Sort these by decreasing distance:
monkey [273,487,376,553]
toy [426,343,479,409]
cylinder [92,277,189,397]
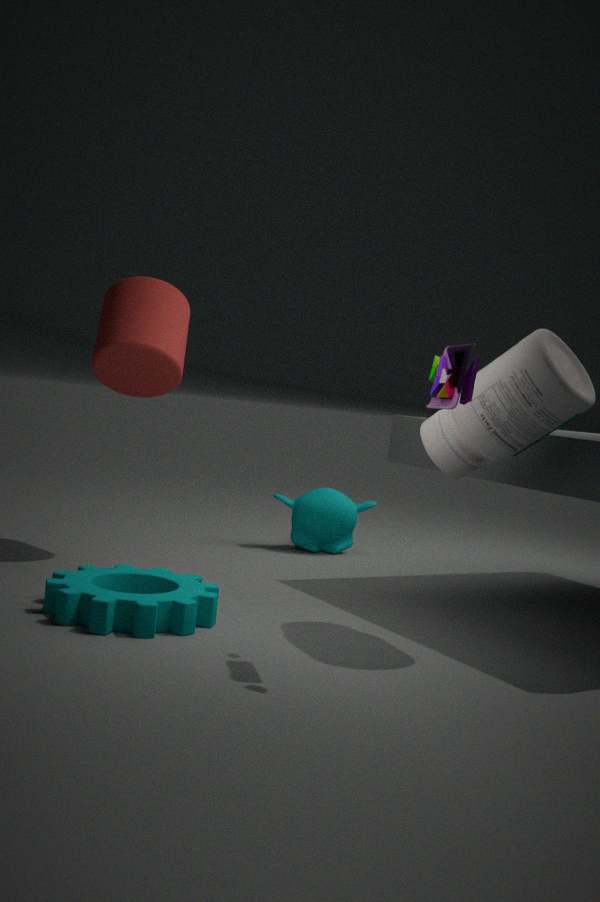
monkey [273,487,376,553] < cylinder [92,277,189,397] < toy [426,343,479,409]
